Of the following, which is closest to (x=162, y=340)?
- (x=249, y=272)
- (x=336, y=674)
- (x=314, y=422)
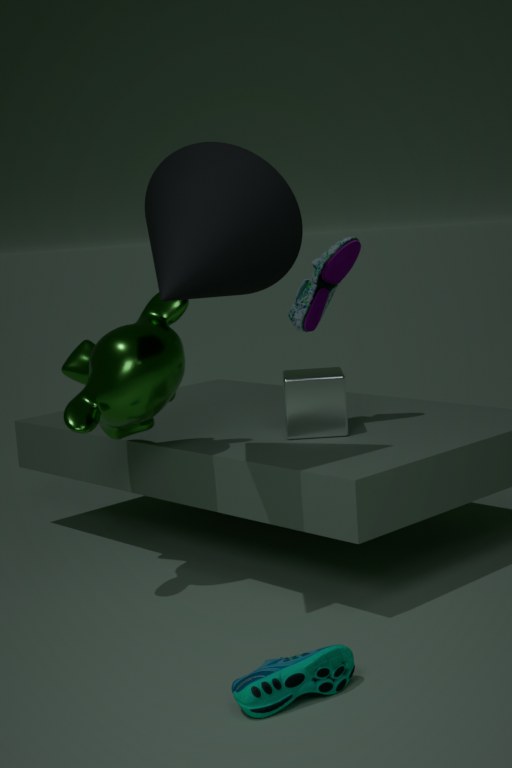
(x=249, y=272)
